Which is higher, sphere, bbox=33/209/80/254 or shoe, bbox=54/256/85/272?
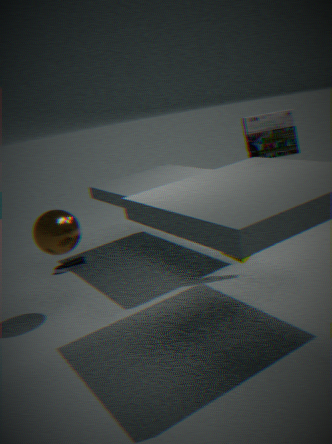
sphere, bbox=33/209/80/254
